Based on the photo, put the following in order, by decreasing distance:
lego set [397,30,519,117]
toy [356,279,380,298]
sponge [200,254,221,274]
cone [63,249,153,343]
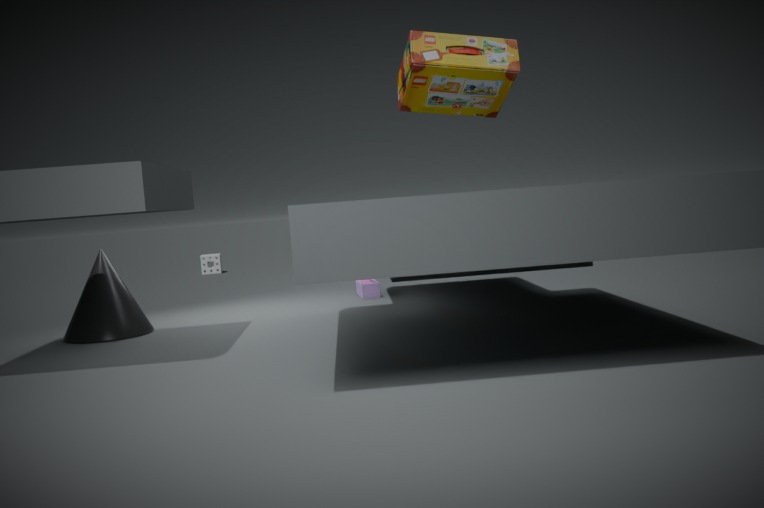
1. sponge [200,254,221,274]
2. toy [356,279,380,298]
3. cone [63,249,153,343]
4. lego set [397,30,519,117]
